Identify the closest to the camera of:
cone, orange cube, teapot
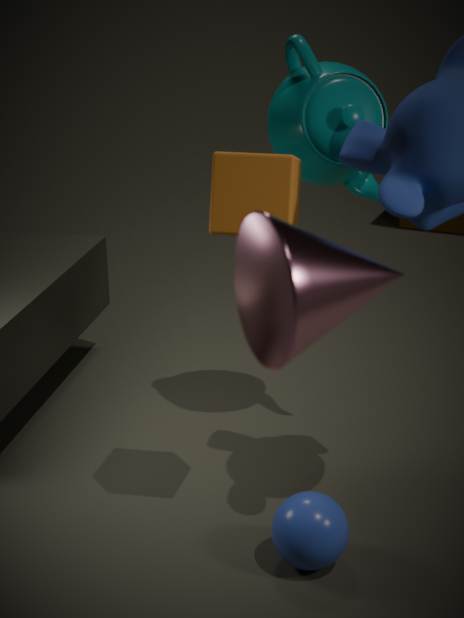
cone
